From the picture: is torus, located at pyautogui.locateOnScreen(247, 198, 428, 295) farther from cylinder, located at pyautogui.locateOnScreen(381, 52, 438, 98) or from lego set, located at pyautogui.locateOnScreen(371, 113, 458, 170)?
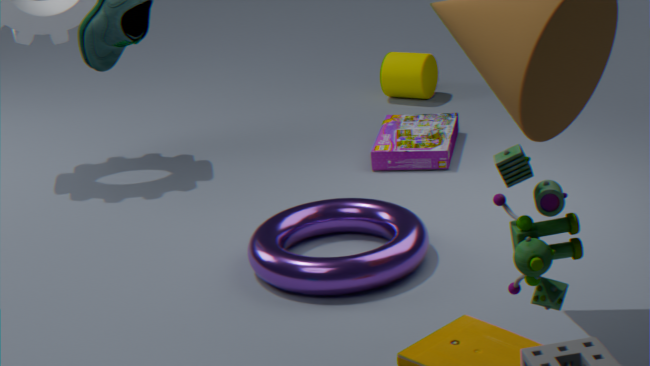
cylinder, located at pyautogui.locateOnScreen(381, 52, 438, 98)
